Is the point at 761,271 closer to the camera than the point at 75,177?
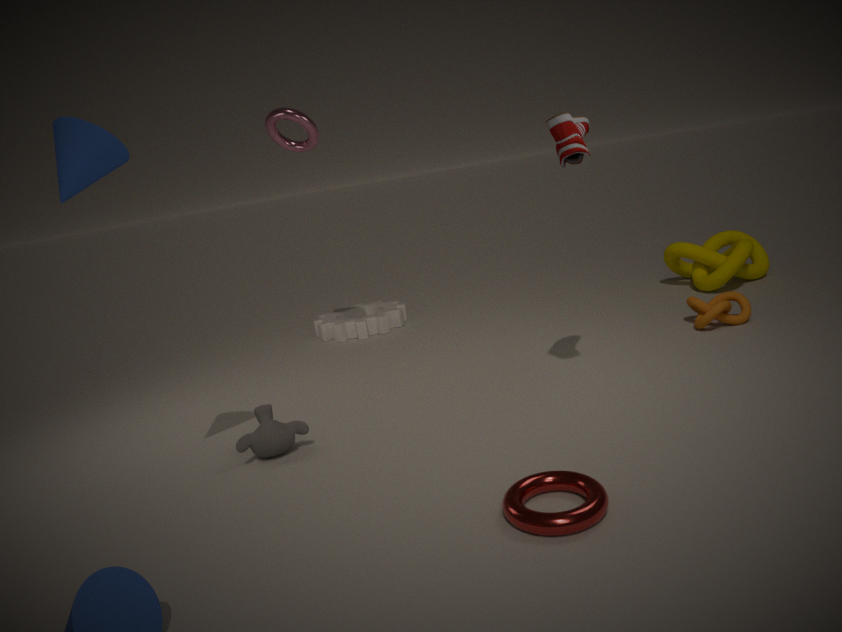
No
